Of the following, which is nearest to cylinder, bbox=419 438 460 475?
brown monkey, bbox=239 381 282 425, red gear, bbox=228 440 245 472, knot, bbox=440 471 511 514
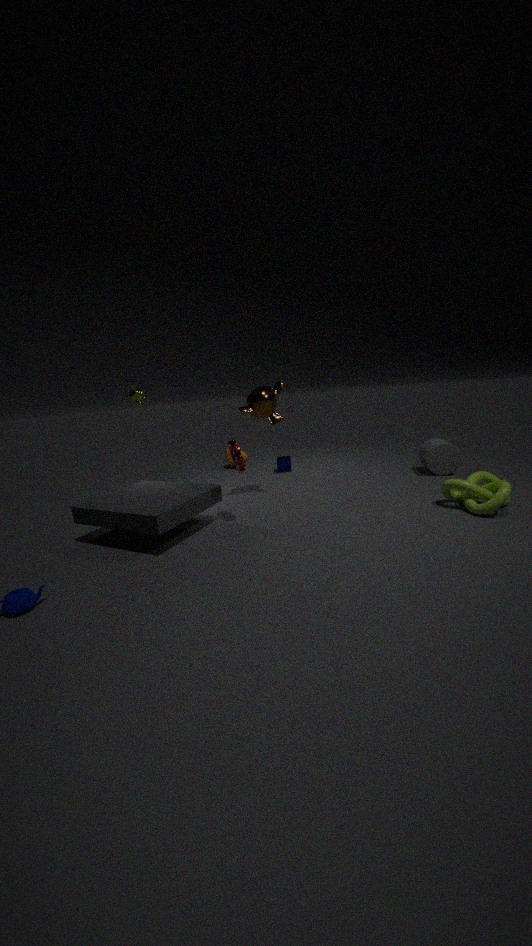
knot, bbox=440 471 511 514
